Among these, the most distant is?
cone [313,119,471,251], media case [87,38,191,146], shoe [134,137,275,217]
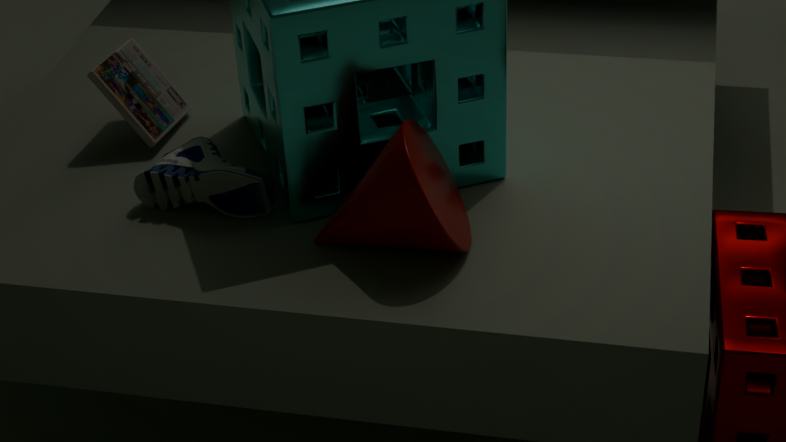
media case [87,38,191,146]
